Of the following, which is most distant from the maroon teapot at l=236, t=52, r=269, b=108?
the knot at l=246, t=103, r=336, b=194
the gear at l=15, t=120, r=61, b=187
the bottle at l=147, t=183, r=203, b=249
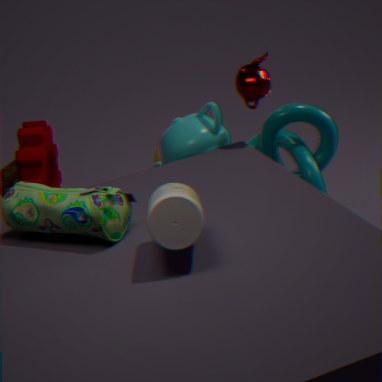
the gear at l=15, t=120, r=61, b=187
